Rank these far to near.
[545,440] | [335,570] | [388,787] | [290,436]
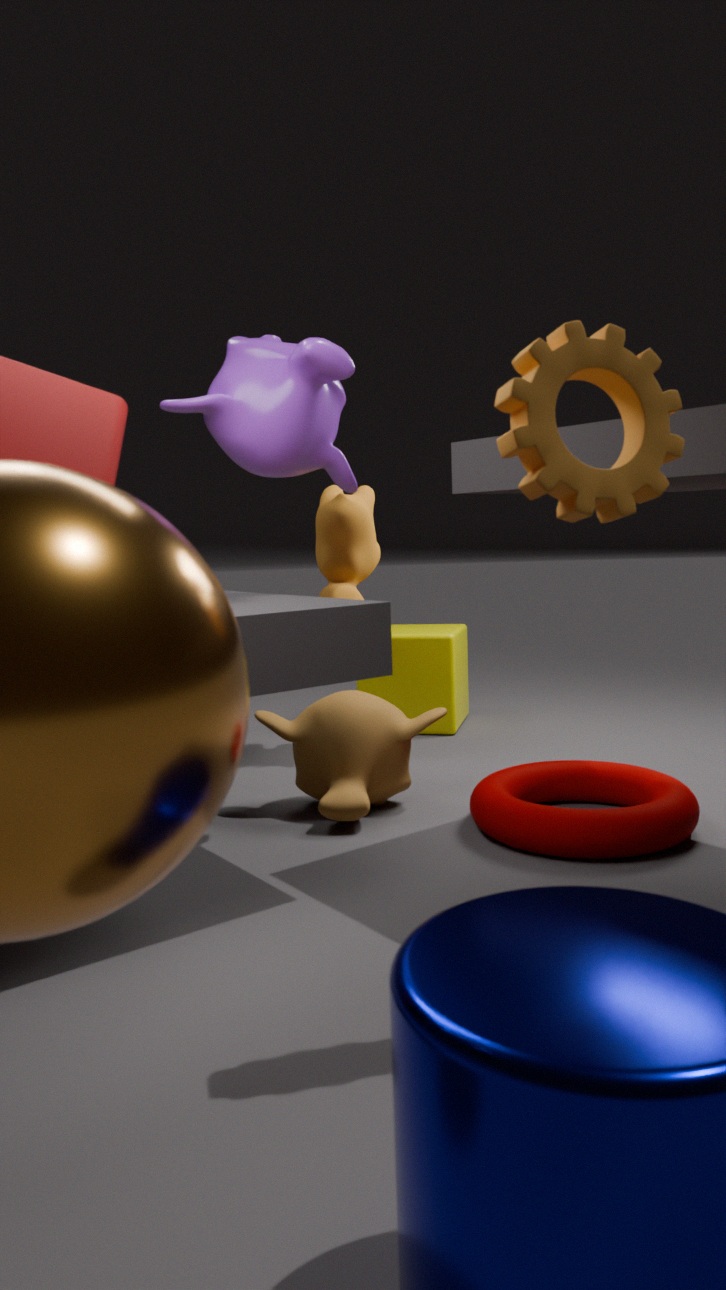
[335,570]
[388,787]
[290,436]
[545,440]
